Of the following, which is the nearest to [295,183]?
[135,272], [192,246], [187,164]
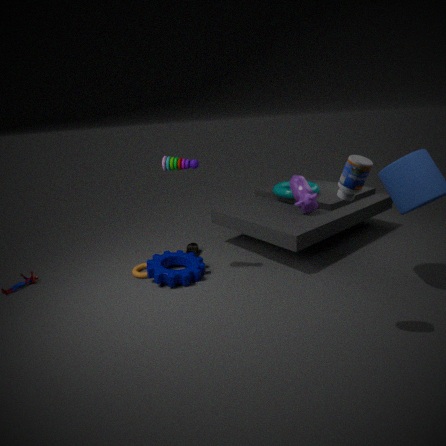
[192,246]
